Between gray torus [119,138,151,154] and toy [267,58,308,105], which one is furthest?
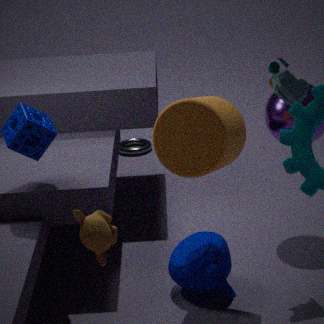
gray torus [119,138,151,154]
